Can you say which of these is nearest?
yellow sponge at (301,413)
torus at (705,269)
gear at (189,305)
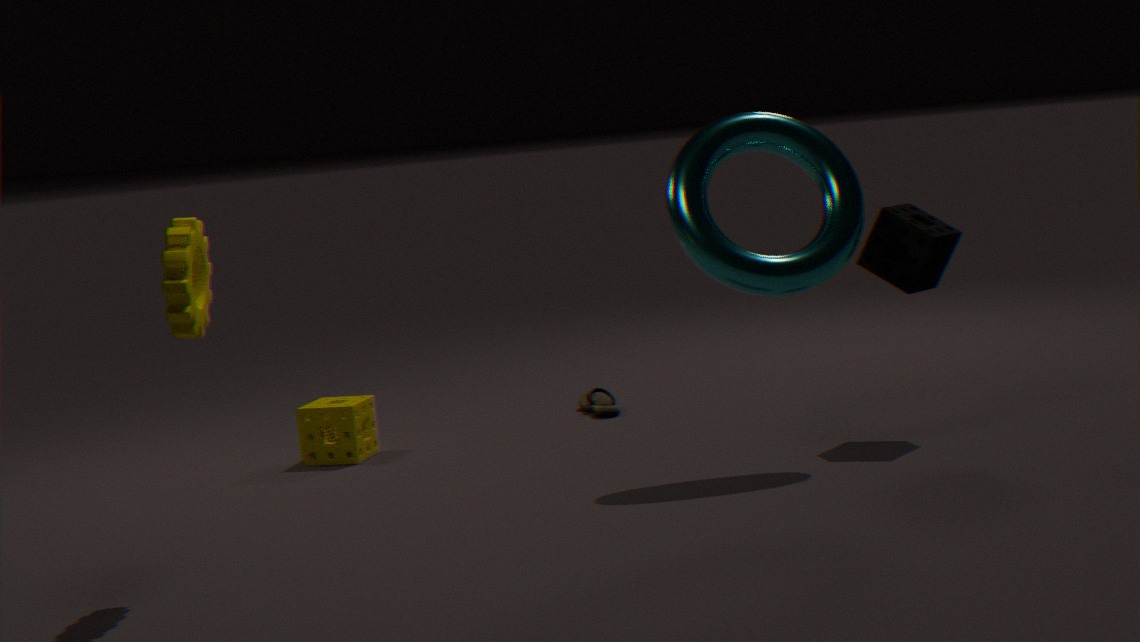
gear at (189,305)
